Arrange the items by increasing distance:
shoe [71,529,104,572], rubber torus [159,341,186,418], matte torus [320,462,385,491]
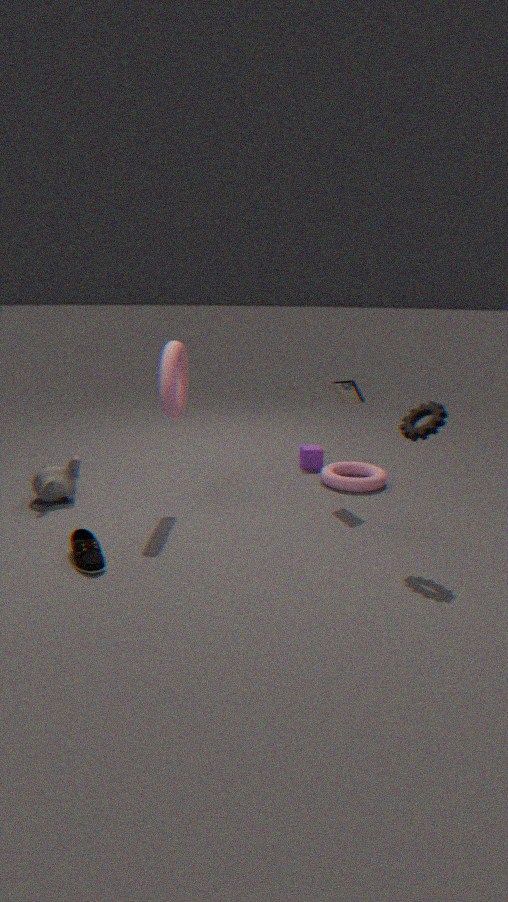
shoe [71,529,104,572]
rubber torus [159,341,186,418]
matte torus [320,462,385,491]
